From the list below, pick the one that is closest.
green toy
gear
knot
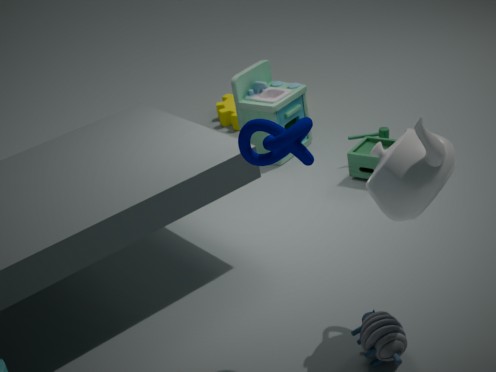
knot
